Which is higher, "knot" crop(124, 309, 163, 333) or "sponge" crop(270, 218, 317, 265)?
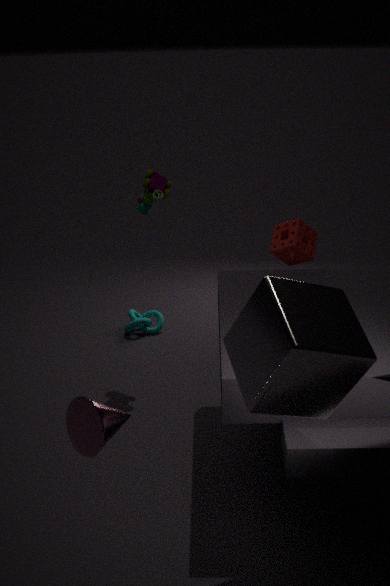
"sponge" crop(270, 218, 317, 265)
